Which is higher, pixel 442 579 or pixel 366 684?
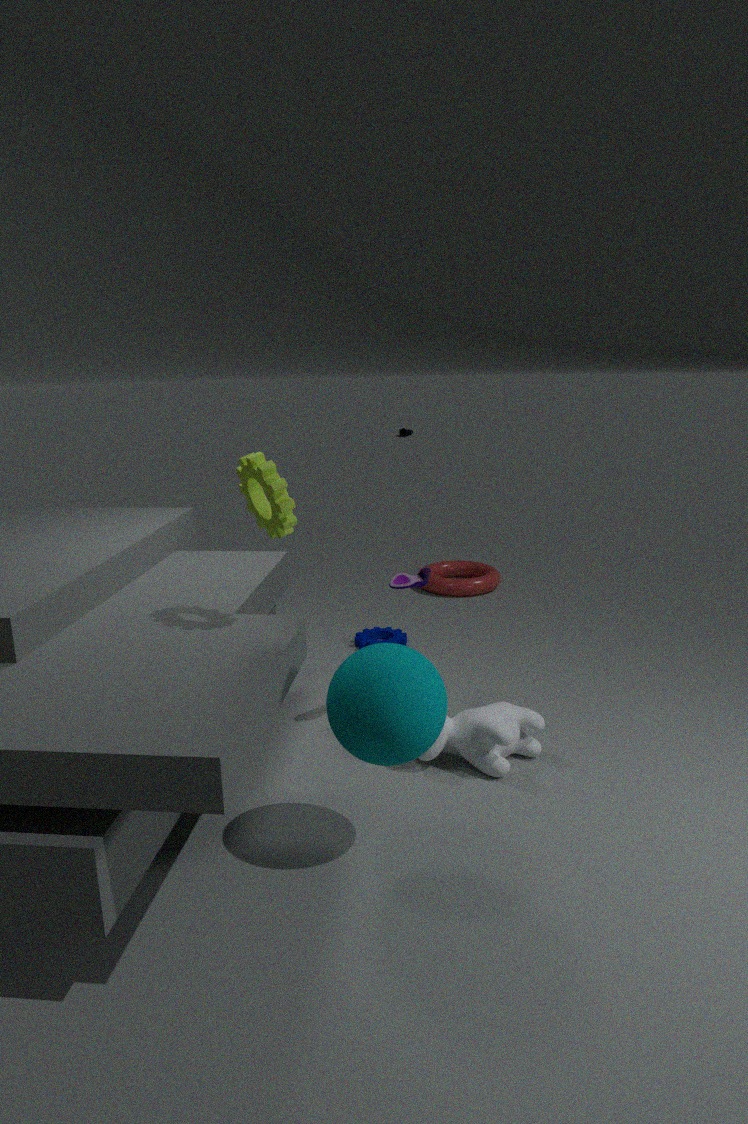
pixel 366 684
